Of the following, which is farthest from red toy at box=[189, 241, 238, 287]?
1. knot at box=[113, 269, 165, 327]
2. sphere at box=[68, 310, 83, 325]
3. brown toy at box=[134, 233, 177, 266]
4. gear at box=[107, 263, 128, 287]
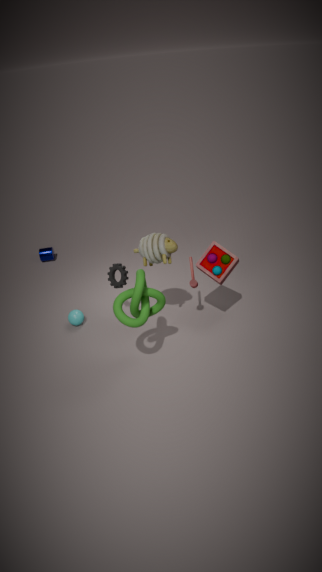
sphere at box=[68, 310, 83, 325]
